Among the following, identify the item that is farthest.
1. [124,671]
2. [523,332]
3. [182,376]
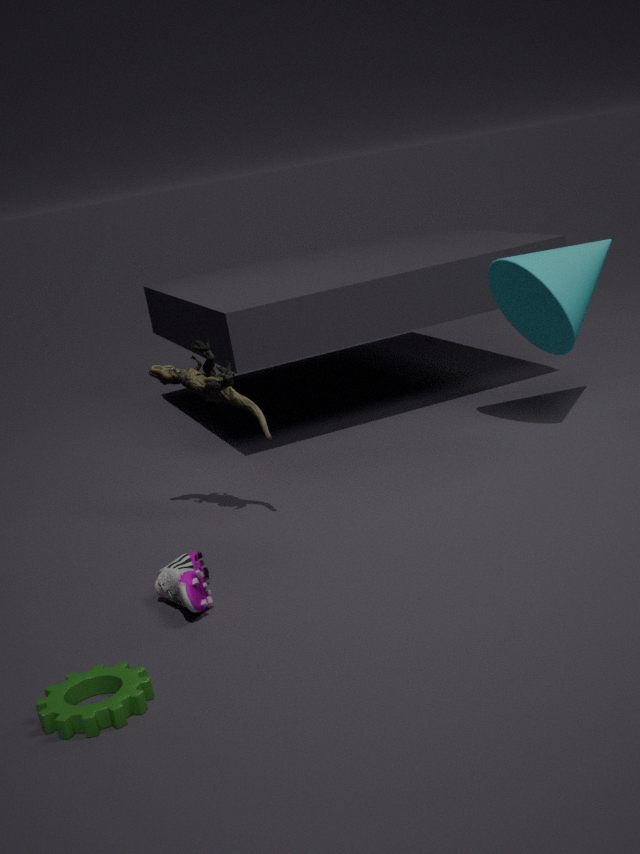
[523,332]
